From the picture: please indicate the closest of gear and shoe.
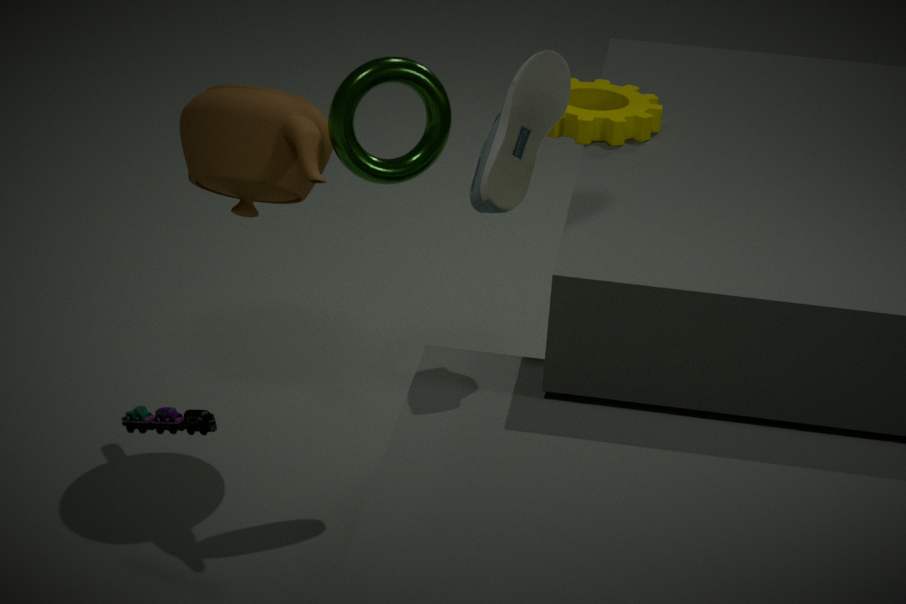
shoe
